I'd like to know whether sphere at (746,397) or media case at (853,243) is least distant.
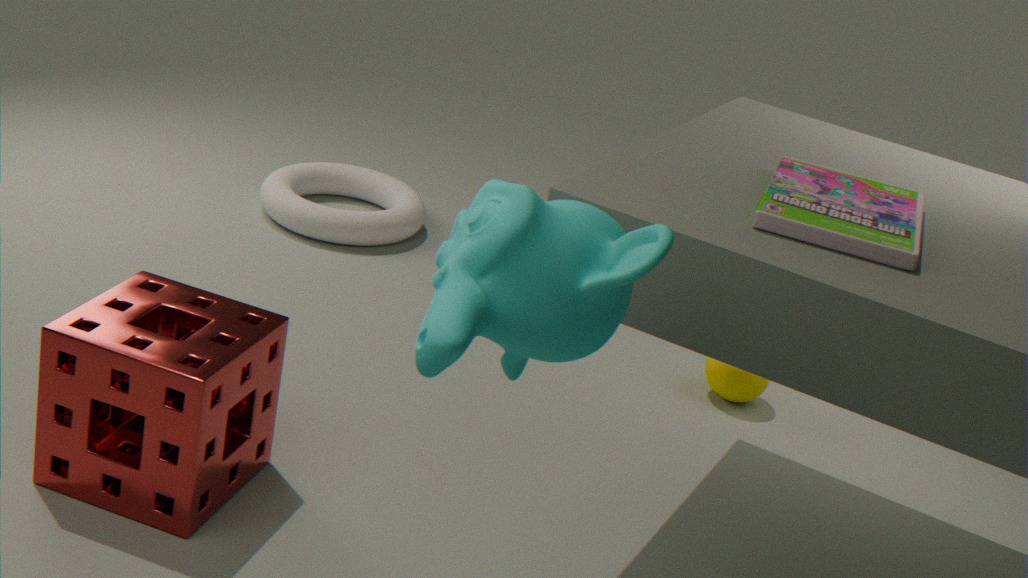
media case at (853,243)
